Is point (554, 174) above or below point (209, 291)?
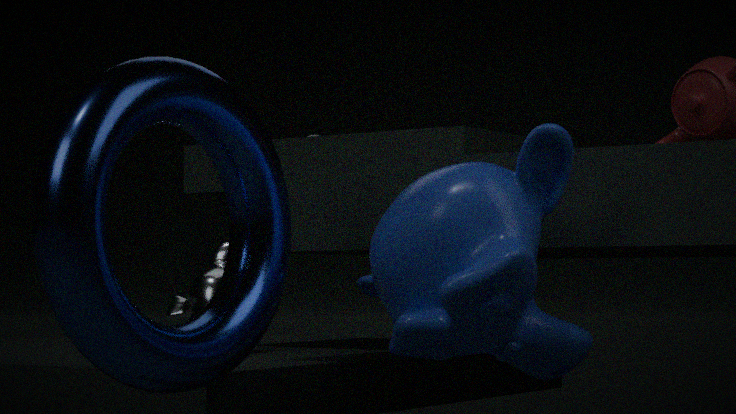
above
